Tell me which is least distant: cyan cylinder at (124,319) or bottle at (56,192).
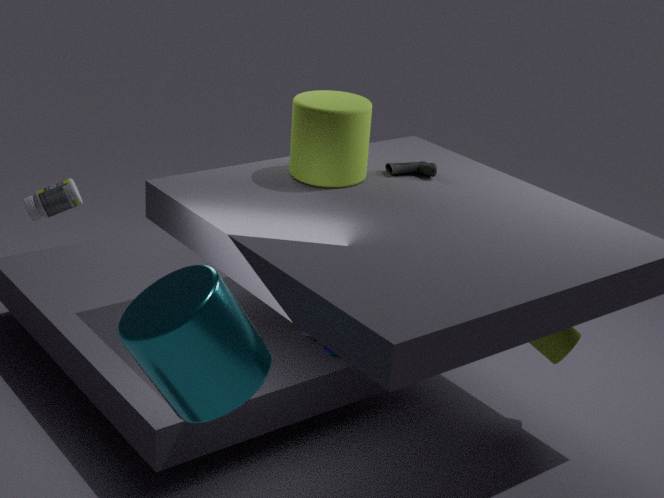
cyan cylinder at (124,319)
